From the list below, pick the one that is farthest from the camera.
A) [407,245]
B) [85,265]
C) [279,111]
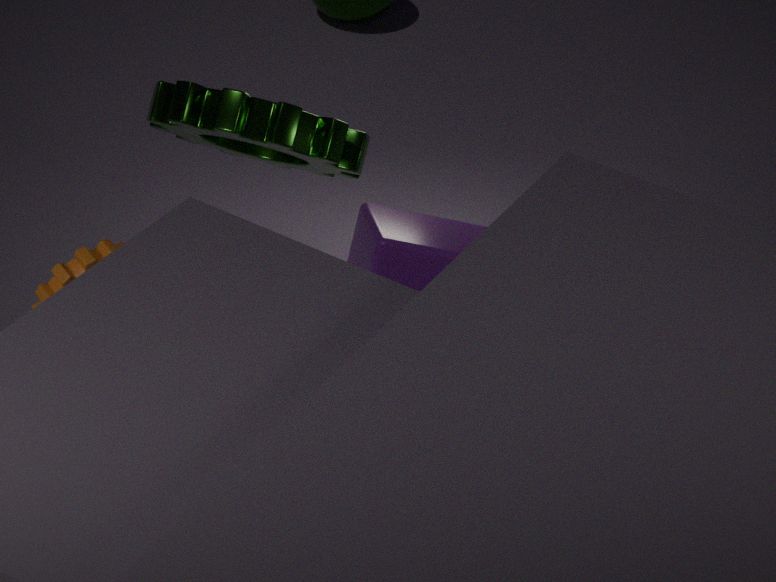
[279,111]
